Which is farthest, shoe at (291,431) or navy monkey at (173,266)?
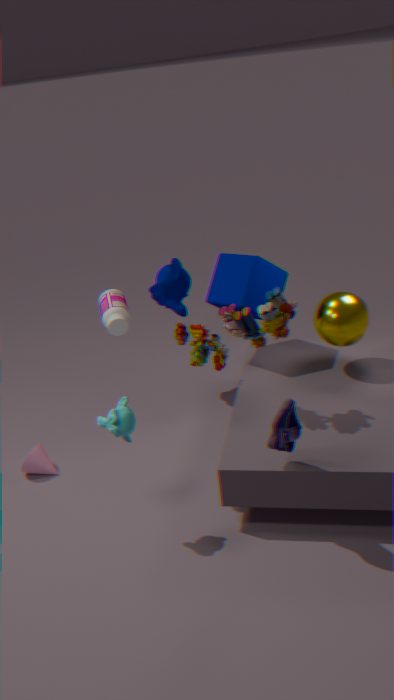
navy monkey at (173,266)
